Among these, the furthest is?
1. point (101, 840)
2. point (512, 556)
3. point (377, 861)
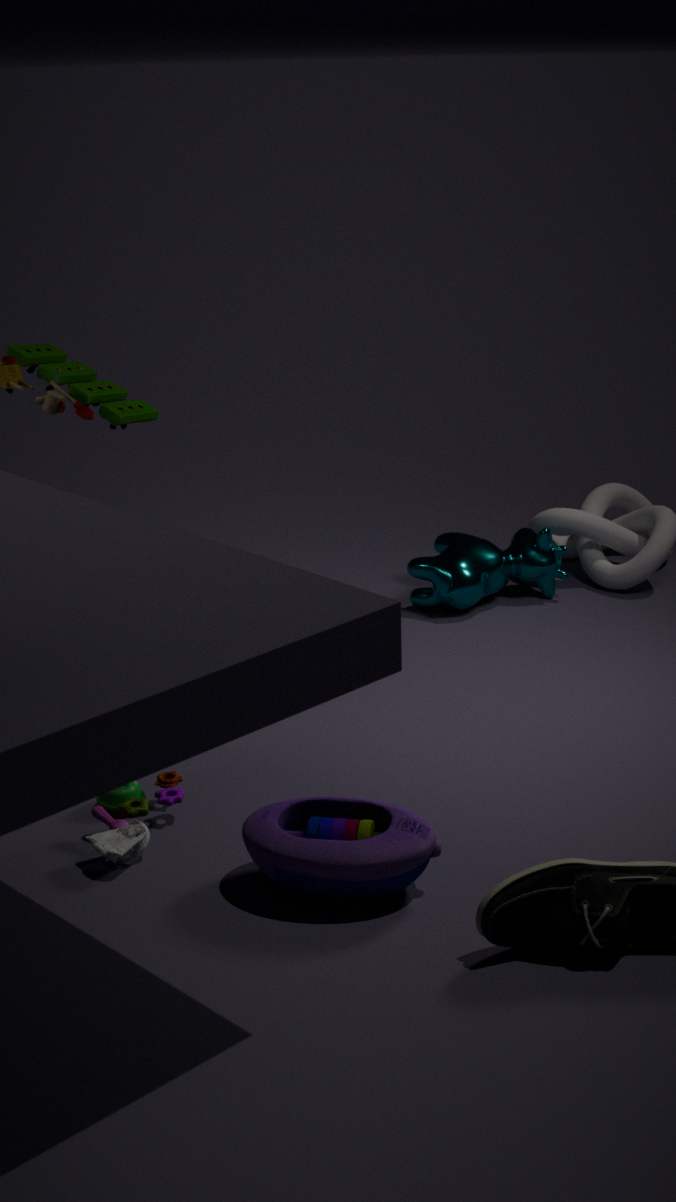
point (512, 556)
